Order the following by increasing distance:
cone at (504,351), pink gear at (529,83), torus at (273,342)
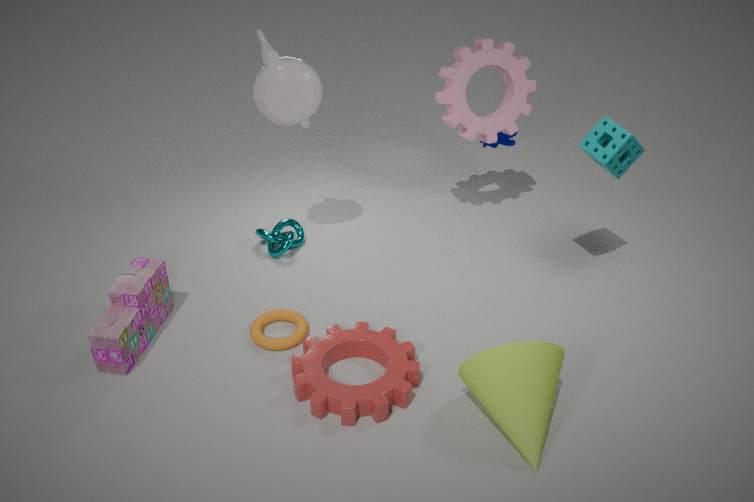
cone at (504,351) → torus at (273,342) → pink gear at (529,83)
